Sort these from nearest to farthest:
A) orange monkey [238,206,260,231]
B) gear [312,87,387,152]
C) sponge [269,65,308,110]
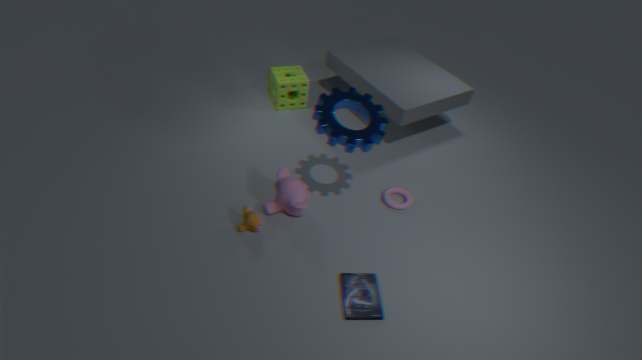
B. gear [312,87,387,152]
A. orange monkey [238,206,260,231]
C. sponge [269,65,308,110]
